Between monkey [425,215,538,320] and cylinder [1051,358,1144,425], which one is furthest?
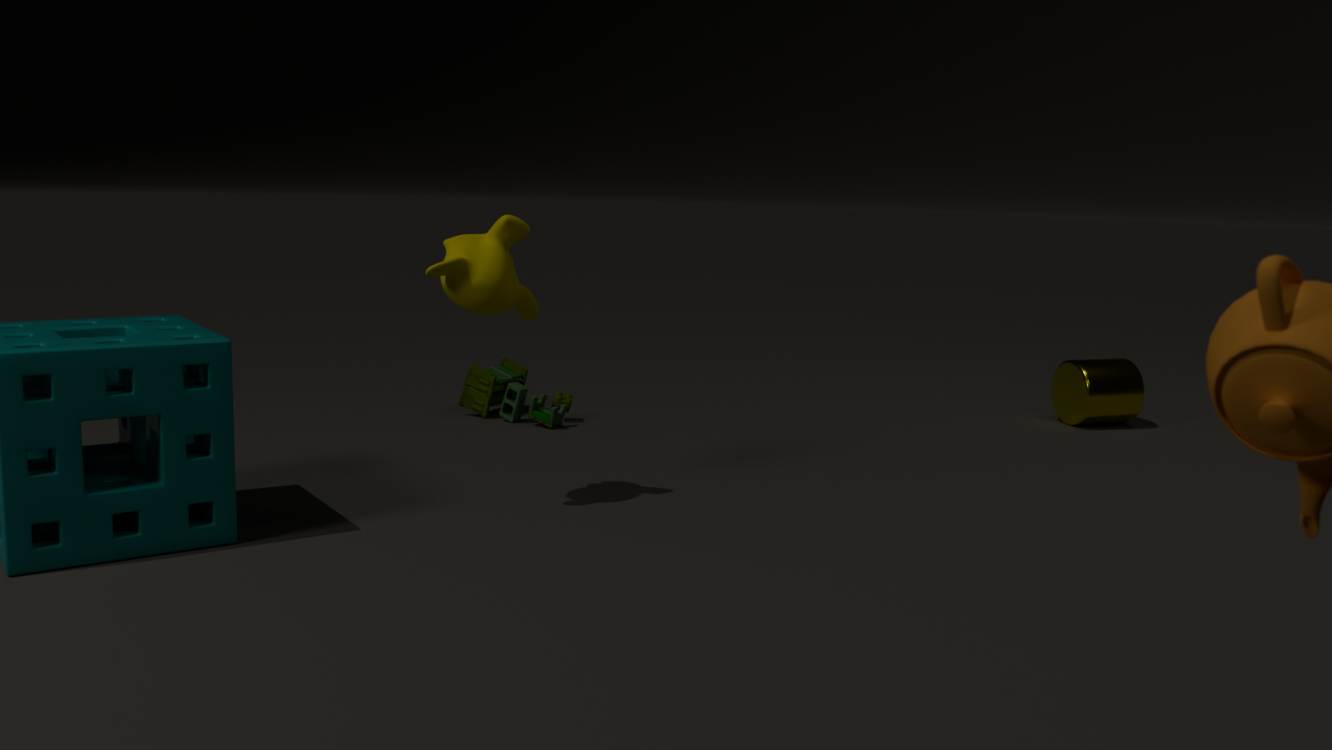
cylinder [1051,358,1144,425]
